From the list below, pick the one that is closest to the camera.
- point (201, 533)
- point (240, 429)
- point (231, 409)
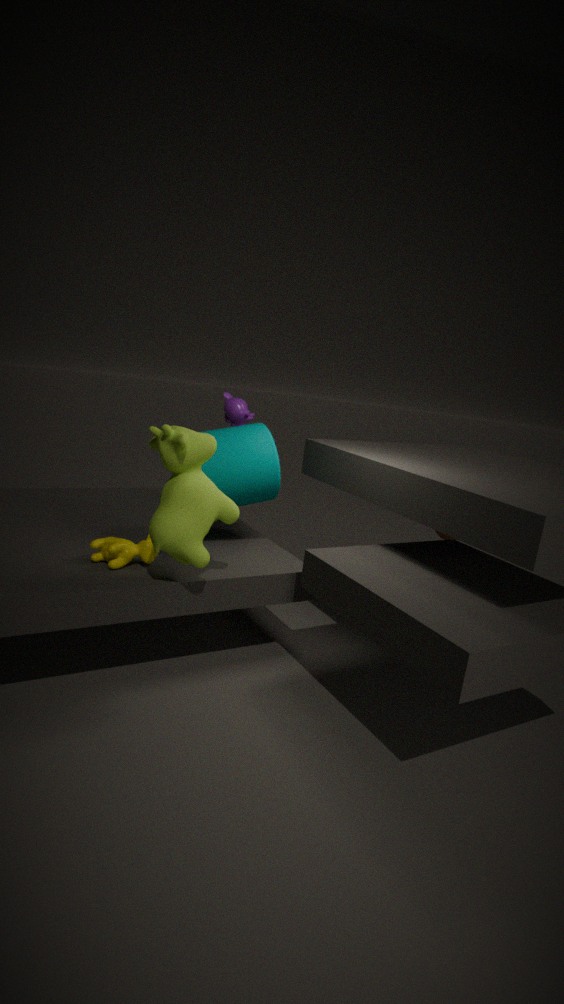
point (201, 533)
